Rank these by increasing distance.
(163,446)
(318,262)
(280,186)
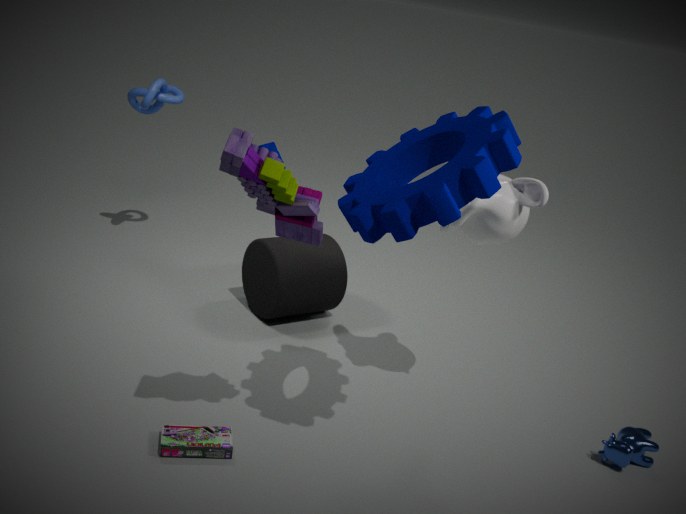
1. (280,186)
2. (163,446)
3. (318,262)
